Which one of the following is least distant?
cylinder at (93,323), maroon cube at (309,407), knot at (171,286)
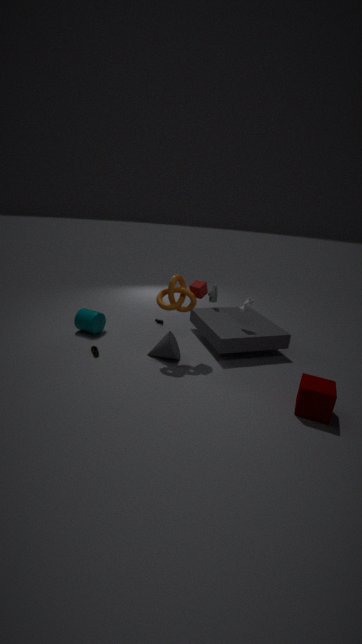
maroon cube at (309,407)
